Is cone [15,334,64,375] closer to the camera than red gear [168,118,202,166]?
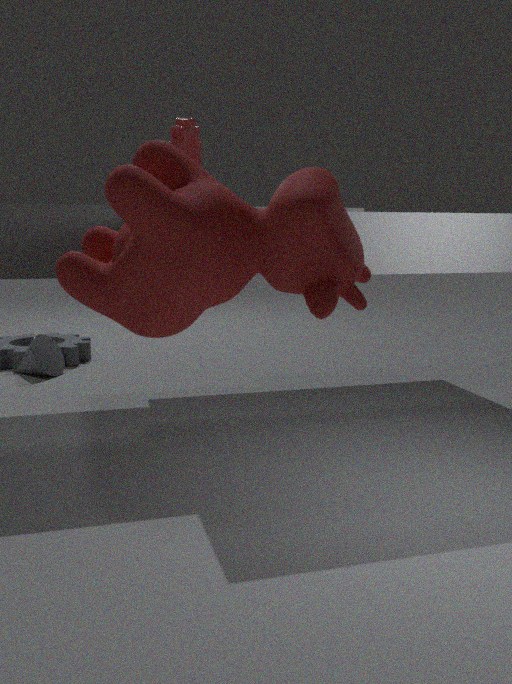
No
